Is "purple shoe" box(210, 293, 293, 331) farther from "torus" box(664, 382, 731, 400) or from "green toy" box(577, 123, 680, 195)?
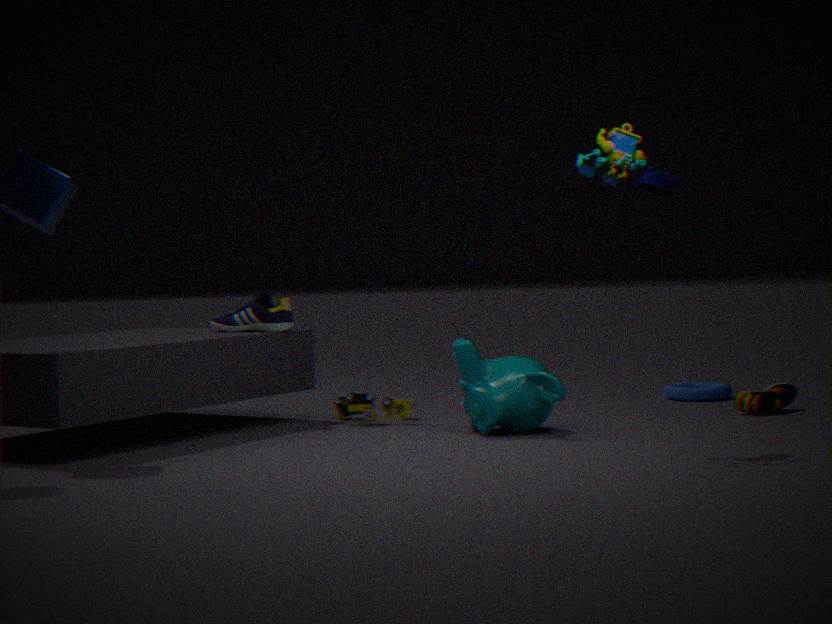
"torus" box(664, 382, 731, 400)
